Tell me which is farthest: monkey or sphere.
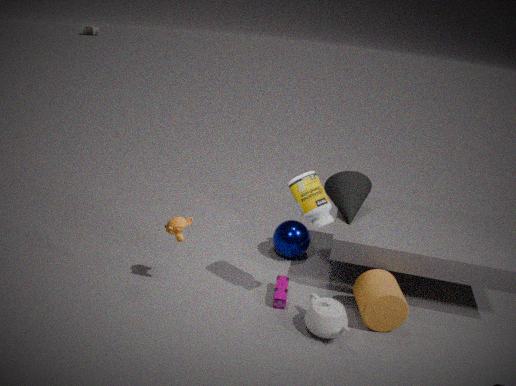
sphere
